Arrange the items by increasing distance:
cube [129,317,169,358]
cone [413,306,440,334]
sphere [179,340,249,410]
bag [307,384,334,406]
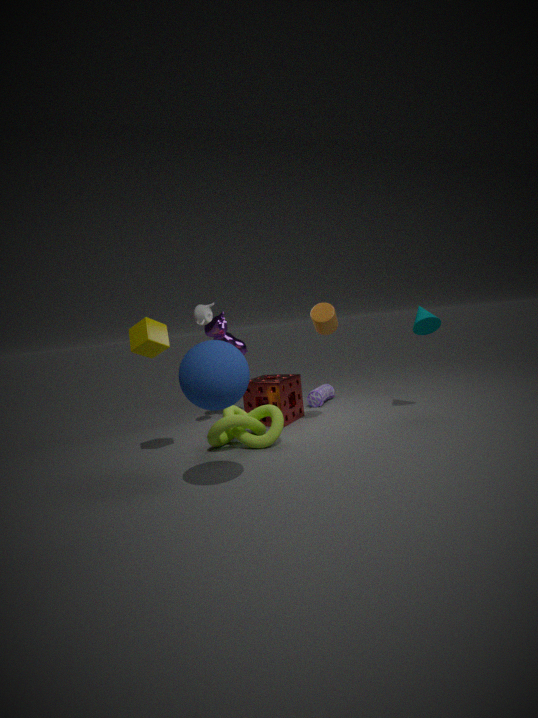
sphere [179,340,249,410]
cube [129,317,169,358]
cone [413,306,440,334]
bag [307,384,334,406]
